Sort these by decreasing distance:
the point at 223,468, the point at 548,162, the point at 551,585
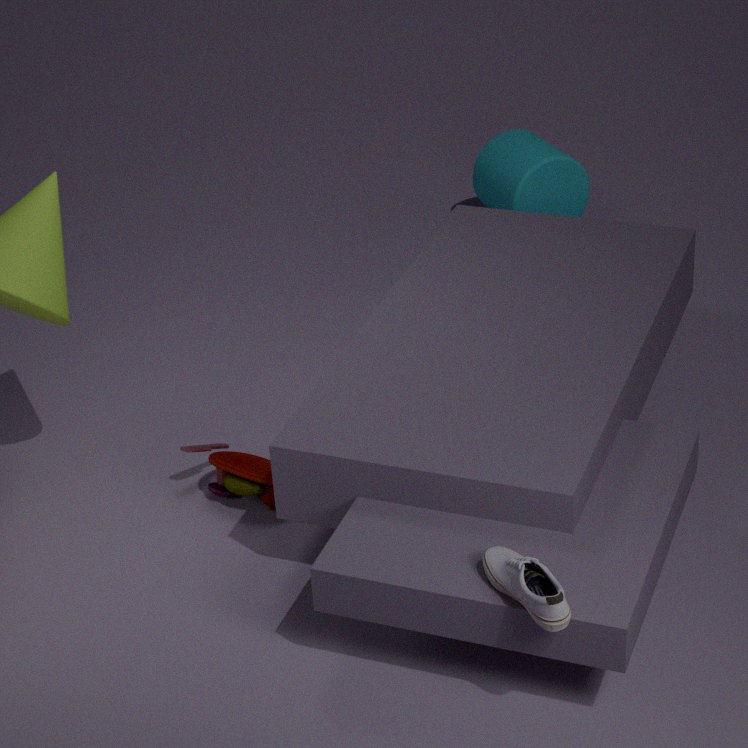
the point at 548,162 < the point at 223,468 < the point at 551,585
